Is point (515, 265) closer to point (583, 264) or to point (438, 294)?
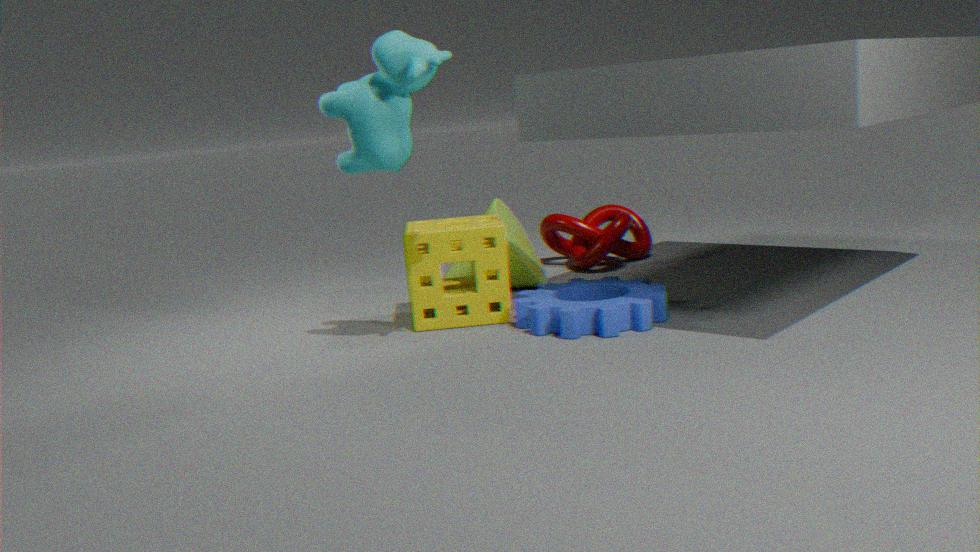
point (438, 294)
